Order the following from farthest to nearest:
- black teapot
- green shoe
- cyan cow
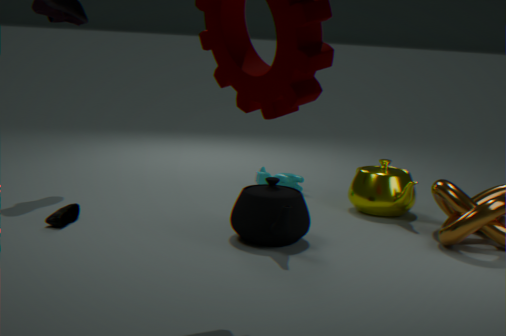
cyan cow
green shoe
black teapot
